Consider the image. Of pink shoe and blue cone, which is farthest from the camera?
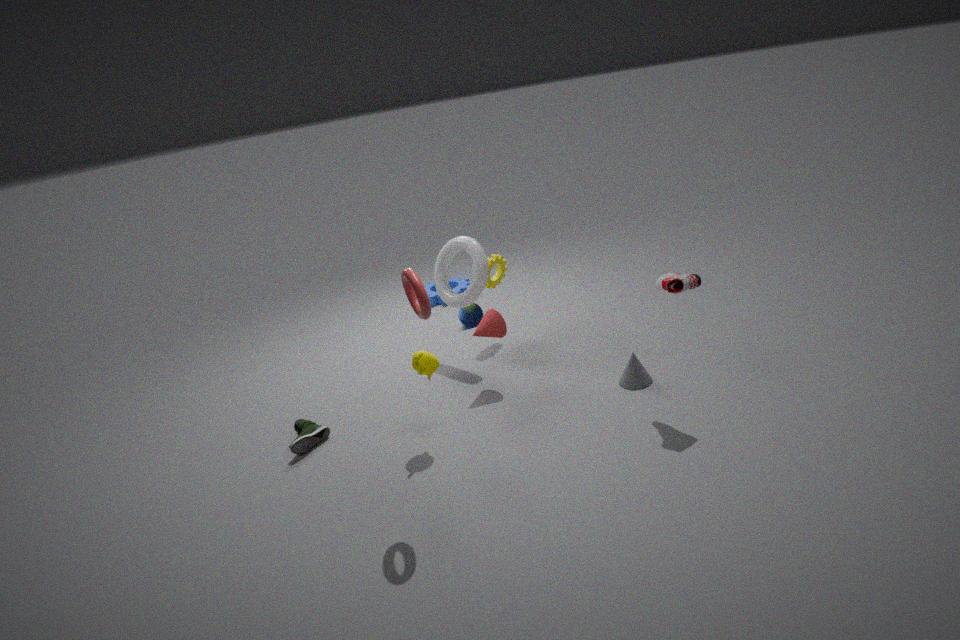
blue cone
